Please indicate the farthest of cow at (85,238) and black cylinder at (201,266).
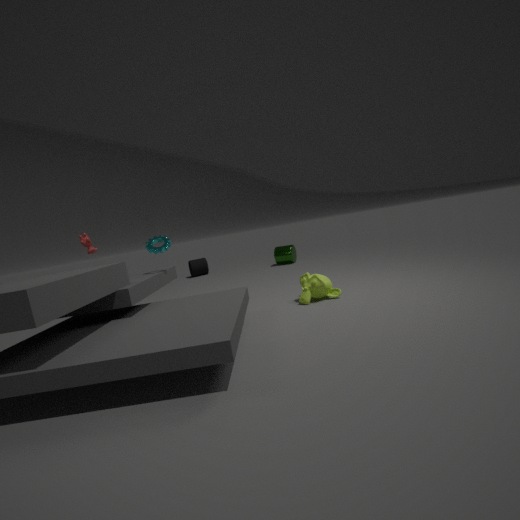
black cylinder at (201,266)
